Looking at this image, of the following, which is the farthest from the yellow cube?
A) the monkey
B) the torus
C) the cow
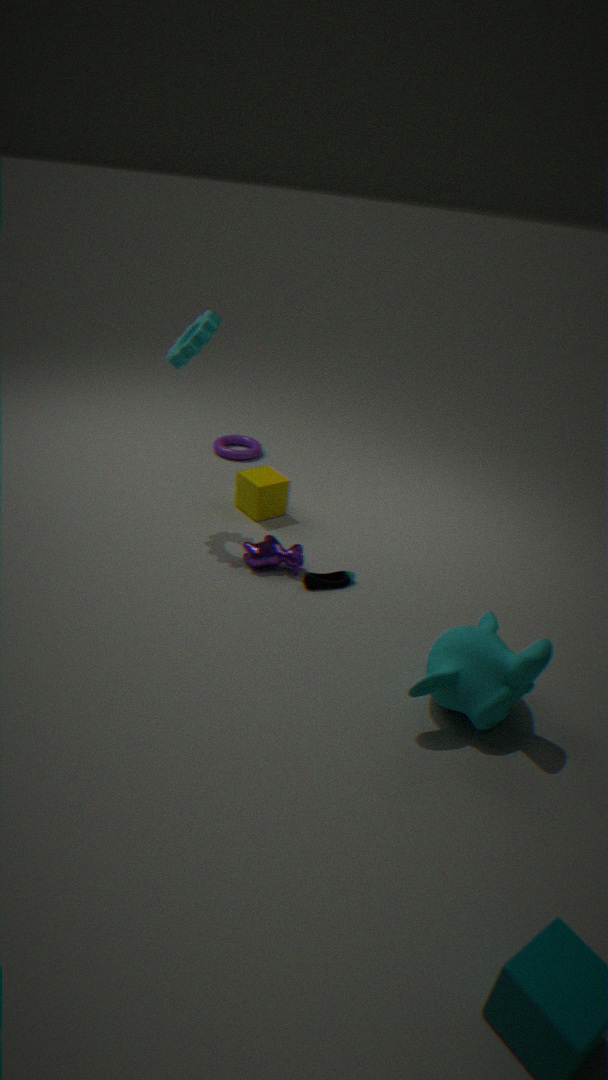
the monkey
